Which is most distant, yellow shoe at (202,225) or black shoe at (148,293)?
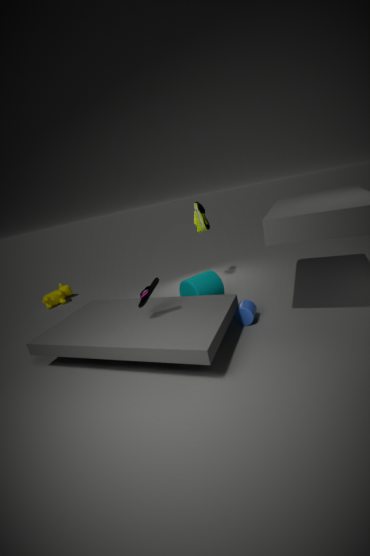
yellow shoe at (202,225)
